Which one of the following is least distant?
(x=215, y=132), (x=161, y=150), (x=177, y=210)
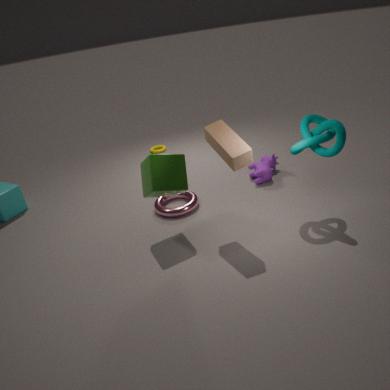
(x=215, y=132)
